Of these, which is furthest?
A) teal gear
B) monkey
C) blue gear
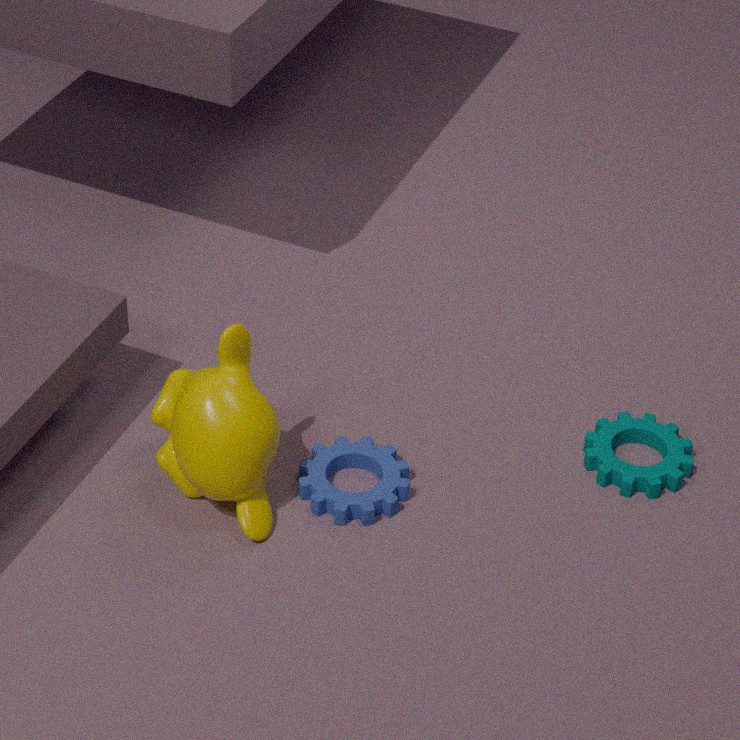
teal gear
